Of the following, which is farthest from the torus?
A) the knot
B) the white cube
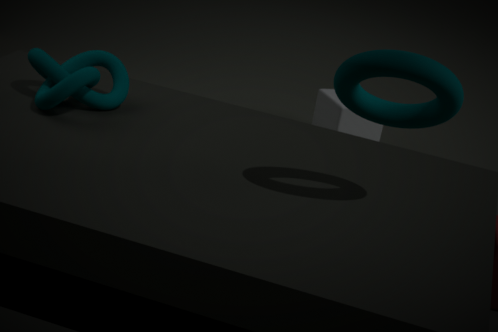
the white cube
